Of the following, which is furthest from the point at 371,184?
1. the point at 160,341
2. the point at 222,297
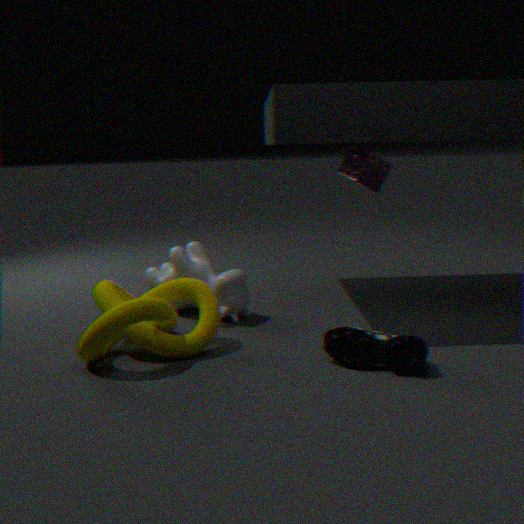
the point at 160,341
